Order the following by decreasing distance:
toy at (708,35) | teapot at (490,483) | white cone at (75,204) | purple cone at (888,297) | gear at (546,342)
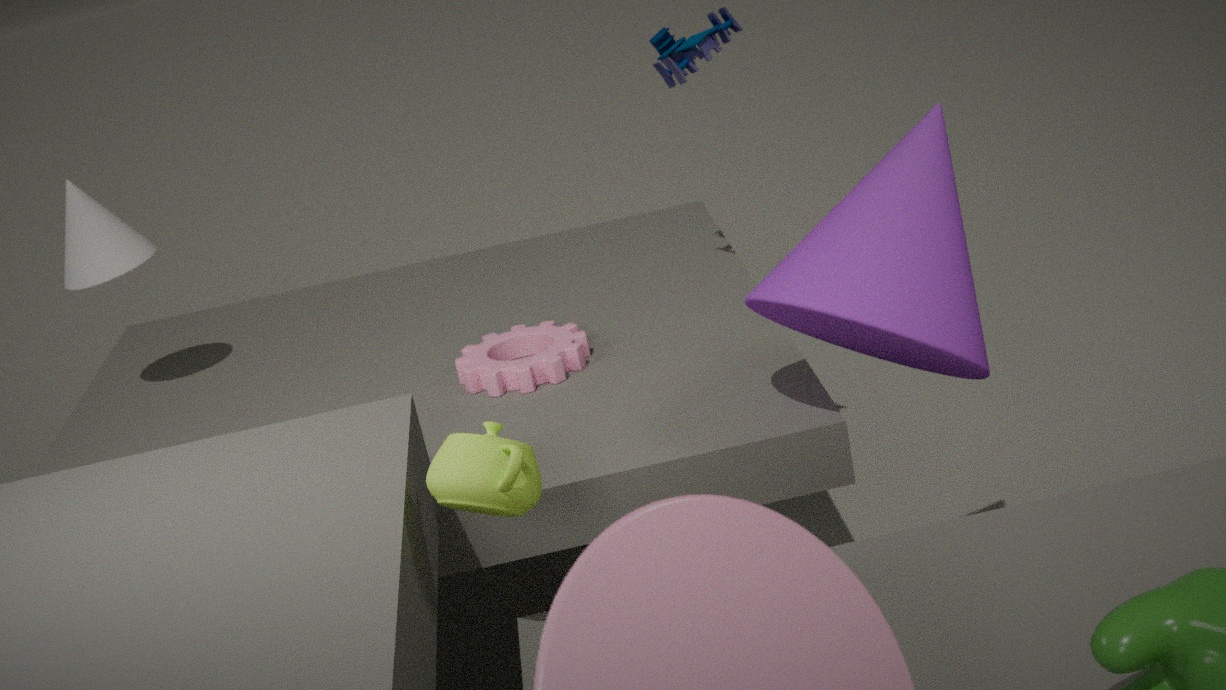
white cone at (75,204) → toy at (708,35) → gear at (546,342) → purple cone at (888,297) → teapot at (490,483)
